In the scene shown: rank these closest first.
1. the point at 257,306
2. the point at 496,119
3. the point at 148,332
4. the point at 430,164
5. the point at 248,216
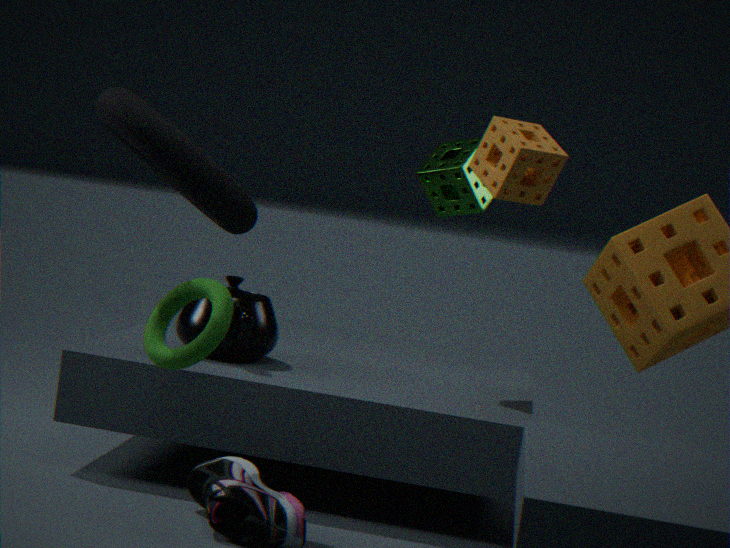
1. the point at 148,332
2. the point at 248,216
3. the point at 496,119
4. the point at 257,306
5. the point at 430,164
